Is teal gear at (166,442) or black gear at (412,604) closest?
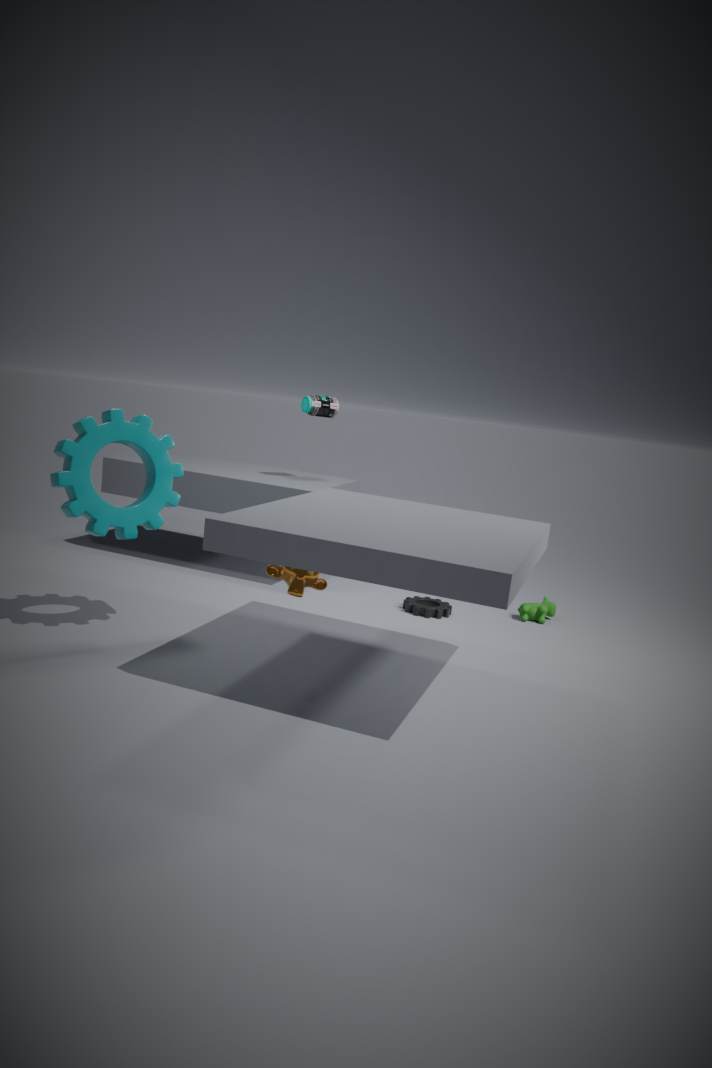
teal gear at (166,442)
